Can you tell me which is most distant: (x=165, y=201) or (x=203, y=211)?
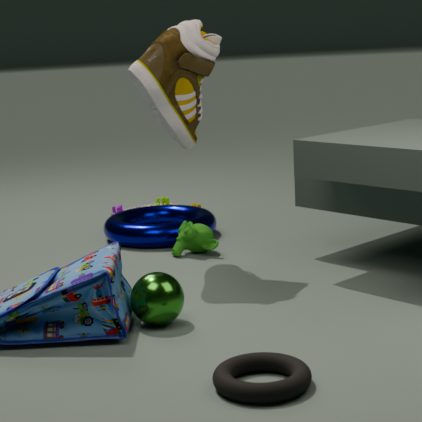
(x=165, y=201)
